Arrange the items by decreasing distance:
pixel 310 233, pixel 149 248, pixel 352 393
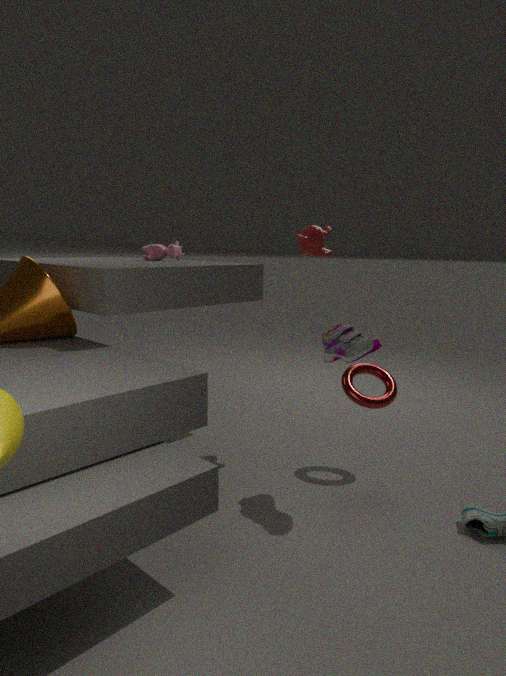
pixel 149 248 → pixel 310 233 → pixel 352 393
